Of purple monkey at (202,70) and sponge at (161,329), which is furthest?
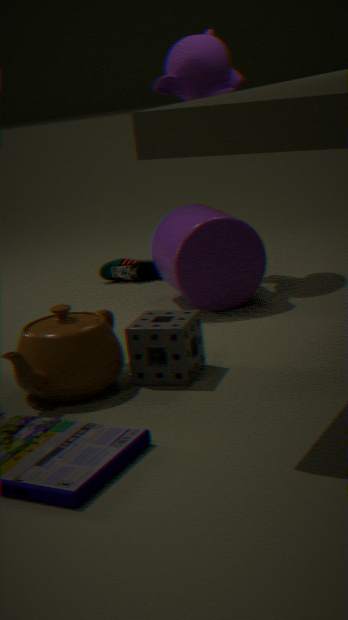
purple monkey at (202,70)
